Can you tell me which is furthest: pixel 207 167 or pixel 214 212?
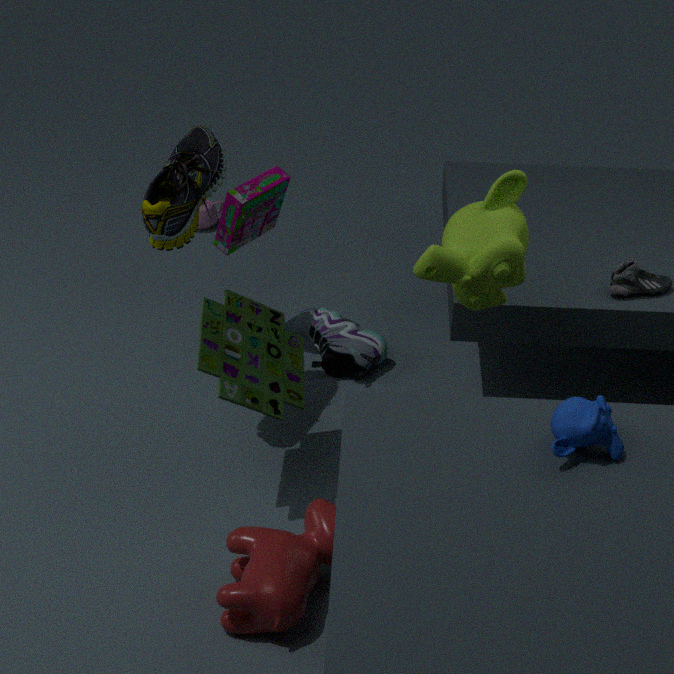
pixel 214 212
